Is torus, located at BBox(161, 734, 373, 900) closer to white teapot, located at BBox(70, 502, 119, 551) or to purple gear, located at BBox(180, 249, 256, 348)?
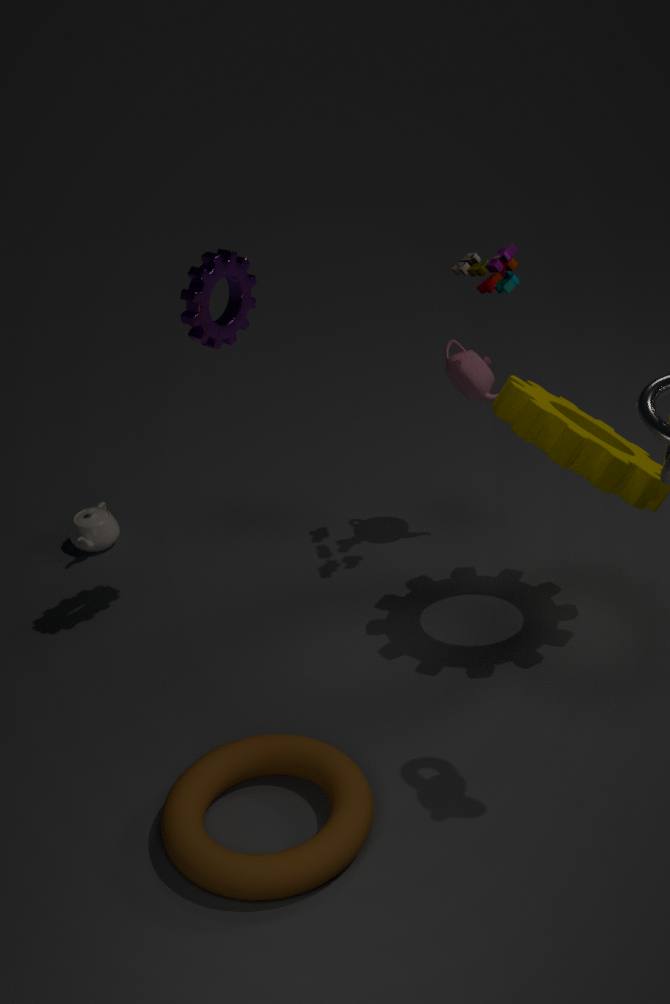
purple gear, located at BBox(180, 249, 256, 348)
